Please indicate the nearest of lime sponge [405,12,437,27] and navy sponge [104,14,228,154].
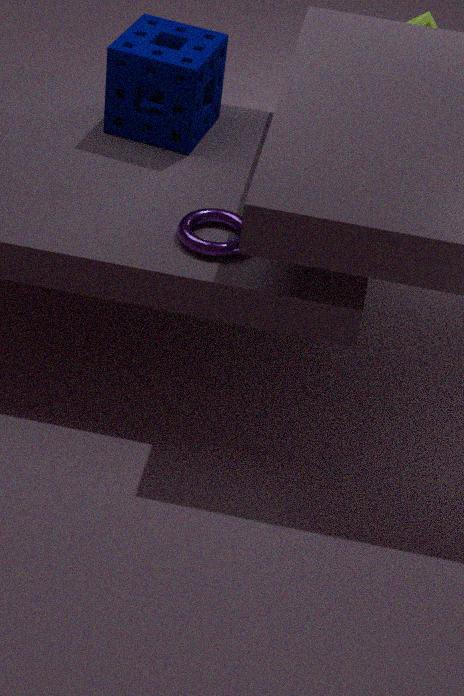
navy sponge [104,14,228,154]
